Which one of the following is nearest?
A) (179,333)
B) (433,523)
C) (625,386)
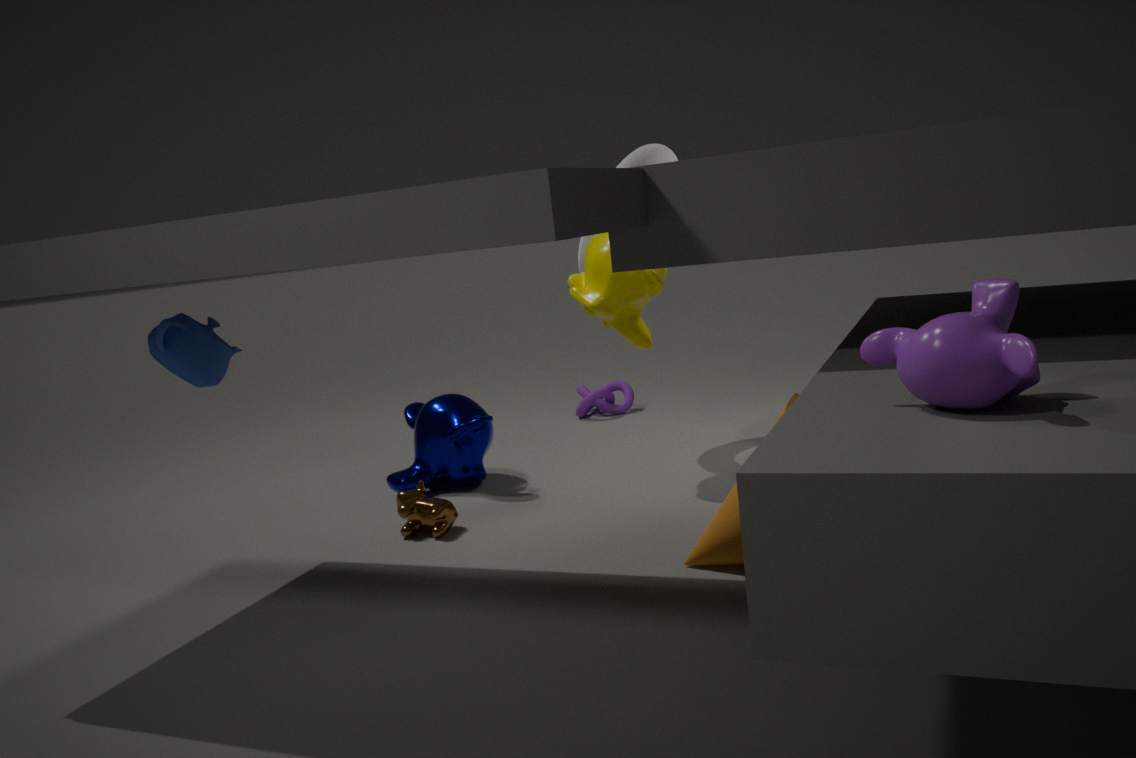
(179,333)
